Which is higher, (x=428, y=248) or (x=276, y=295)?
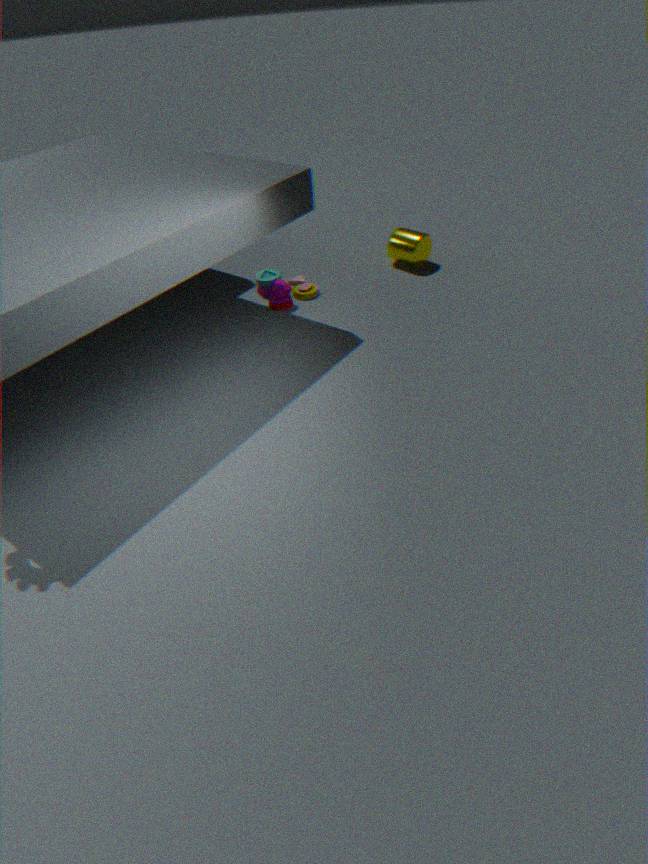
(x=428, y=248)
